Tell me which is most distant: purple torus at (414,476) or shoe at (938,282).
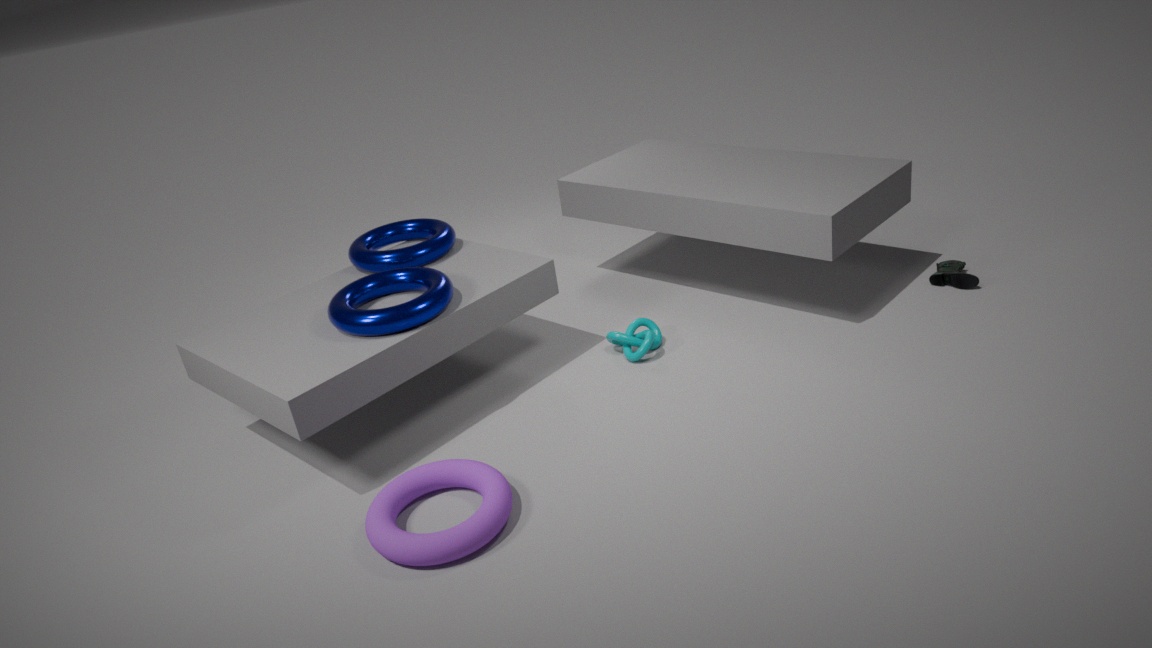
shoe at (938,282)
